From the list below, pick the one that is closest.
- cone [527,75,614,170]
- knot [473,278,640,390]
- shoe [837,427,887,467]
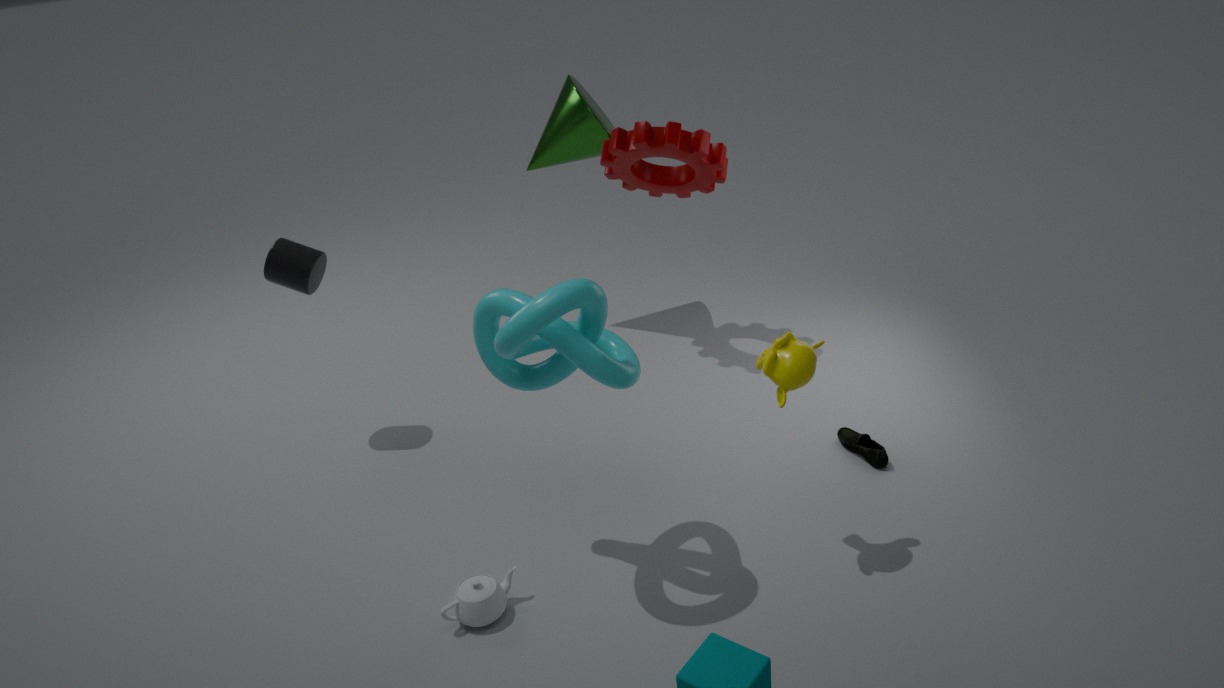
knot [473,278,640,390]
